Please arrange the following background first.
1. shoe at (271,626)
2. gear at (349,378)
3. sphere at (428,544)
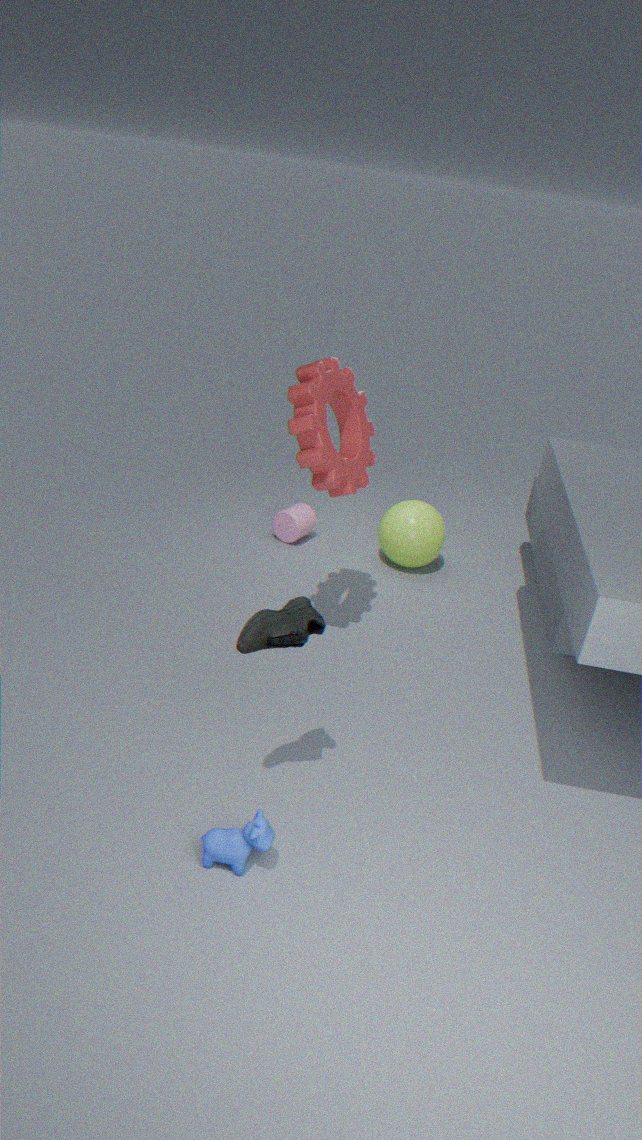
1. sphere at (428,544)
2. gear at (349,378)
3. shoe at (271,626)
